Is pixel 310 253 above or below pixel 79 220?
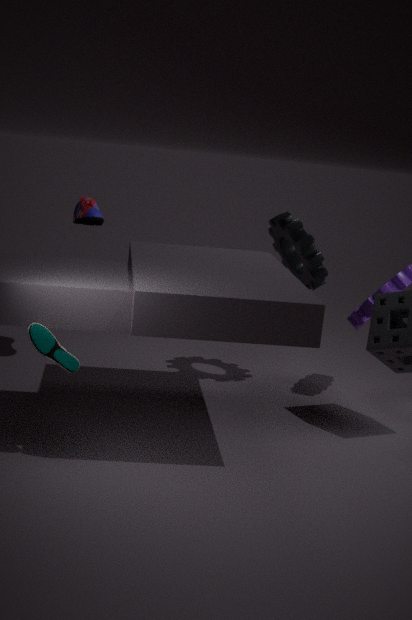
below
